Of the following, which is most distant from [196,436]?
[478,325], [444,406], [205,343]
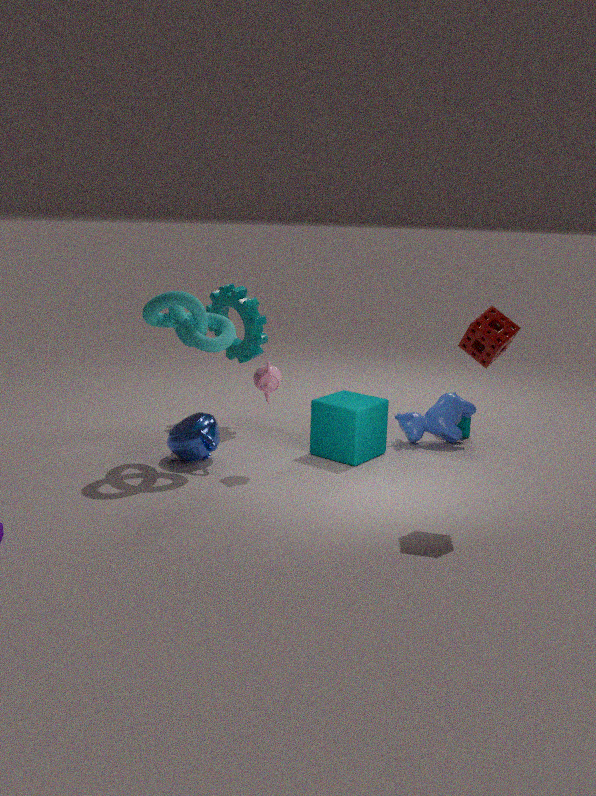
[478,325]
